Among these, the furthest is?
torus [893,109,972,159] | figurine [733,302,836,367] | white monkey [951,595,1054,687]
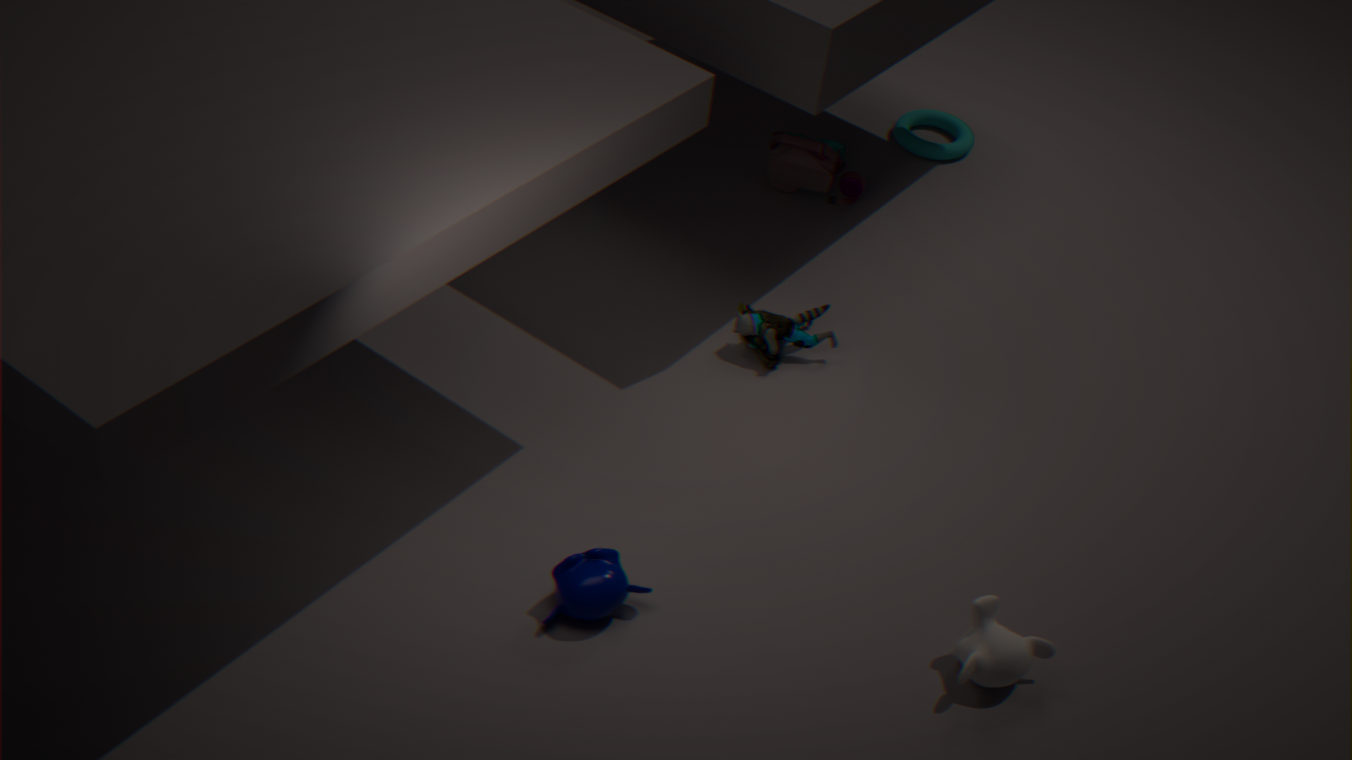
torus [893,109,972,159]
